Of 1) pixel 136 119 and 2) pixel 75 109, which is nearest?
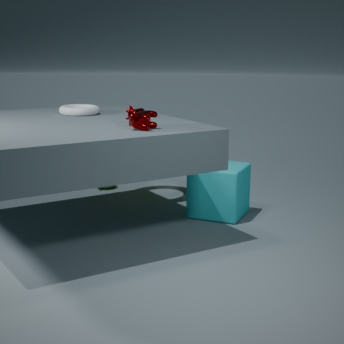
1. pixel 136 119
